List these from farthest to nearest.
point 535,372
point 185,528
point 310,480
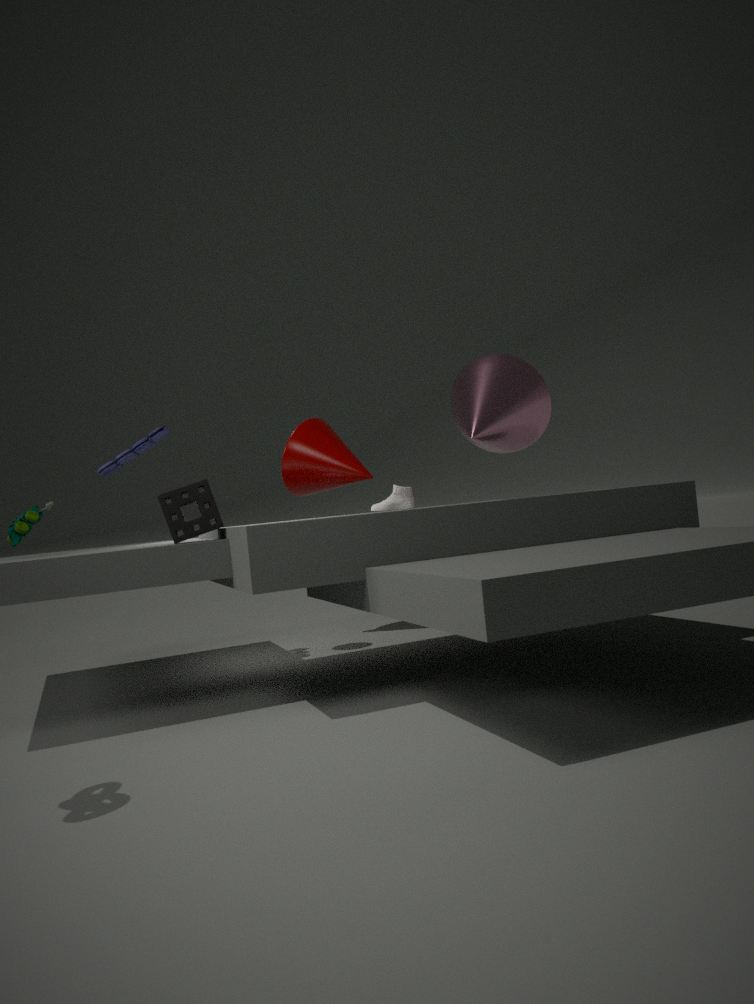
1. point 310,480
2. point 535,372
3. point 185,528
